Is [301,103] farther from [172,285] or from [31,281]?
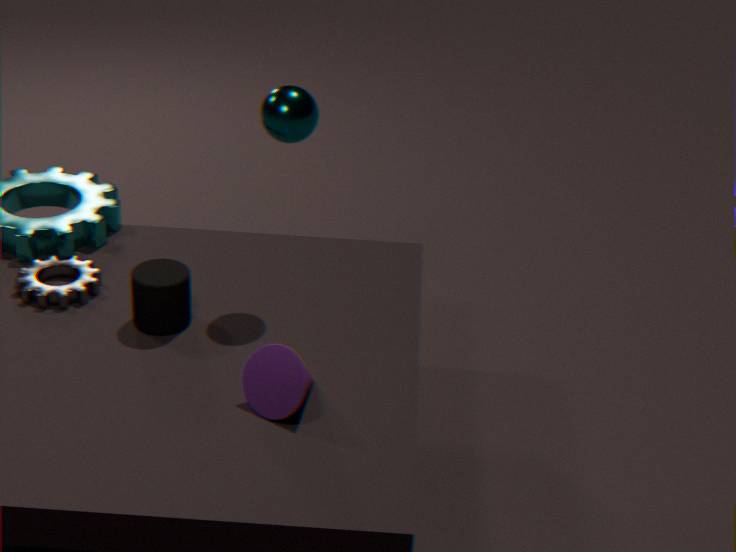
[31,281]
